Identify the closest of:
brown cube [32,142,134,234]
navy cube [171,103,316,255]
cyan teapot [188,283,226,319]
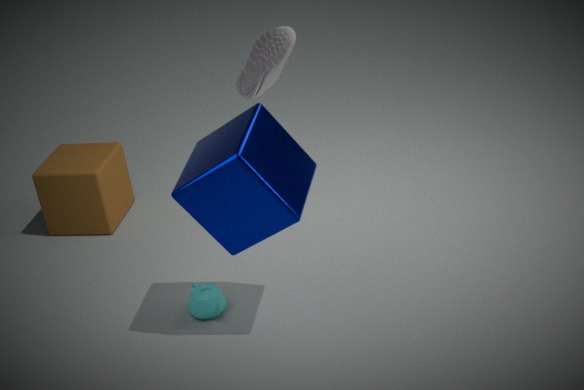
navy cube [171,103,316,255]
